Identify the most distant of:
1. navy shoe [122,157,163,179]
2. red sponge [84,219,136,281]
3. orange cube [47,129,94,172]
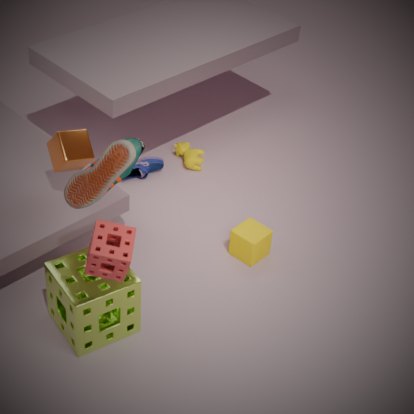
navy shoe [122,157,163,179]
